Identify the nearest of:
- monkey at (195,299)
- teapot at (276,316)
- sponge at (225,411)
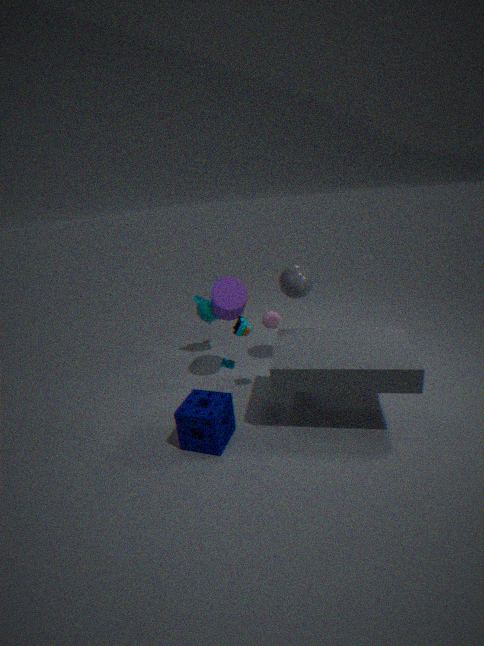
sponge at (225,411)
